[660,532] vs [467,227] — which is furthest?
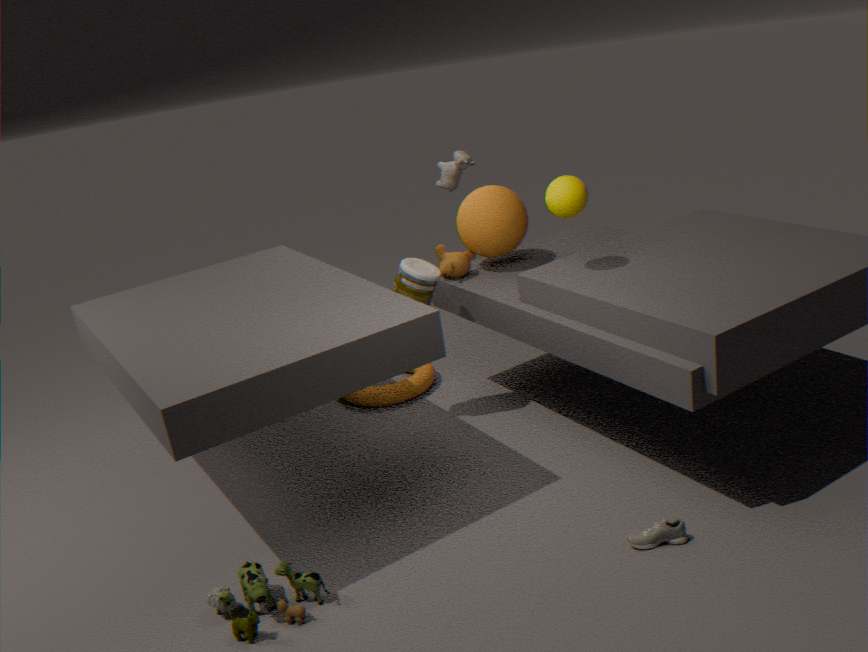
[467,227]
